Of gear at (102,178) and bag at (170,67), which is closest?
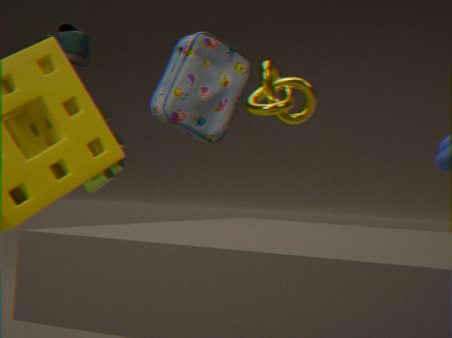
bag at (170,67)
